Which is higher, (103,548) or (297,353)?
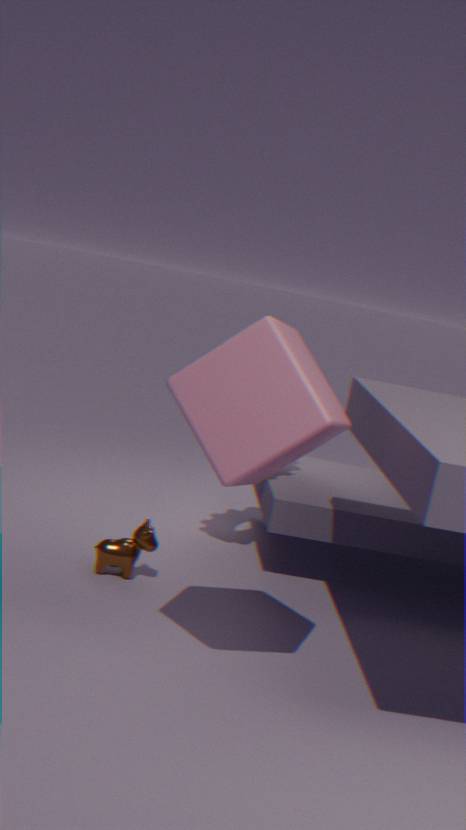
(297,353)
